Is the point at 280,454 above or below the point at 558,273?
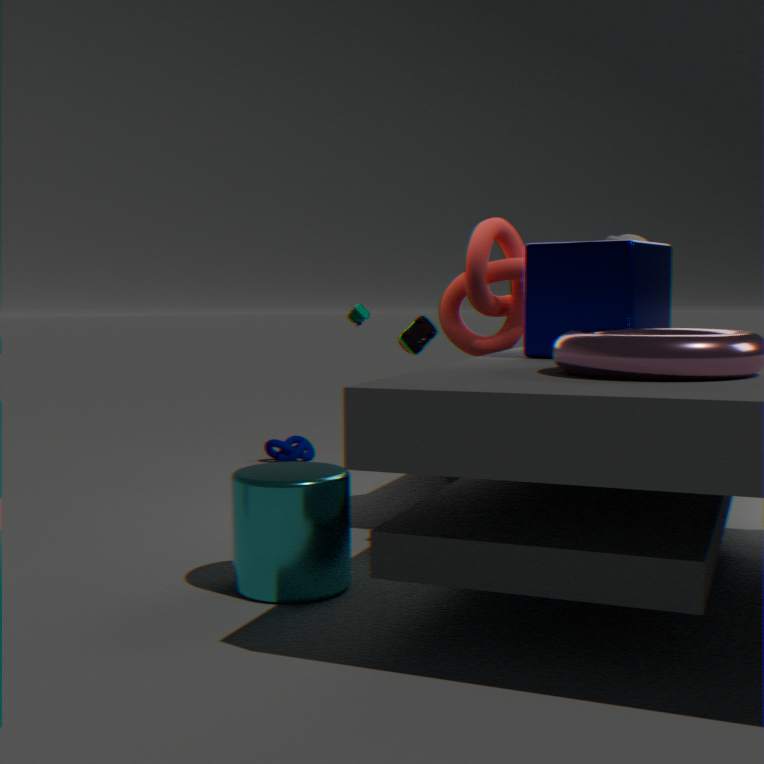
below
